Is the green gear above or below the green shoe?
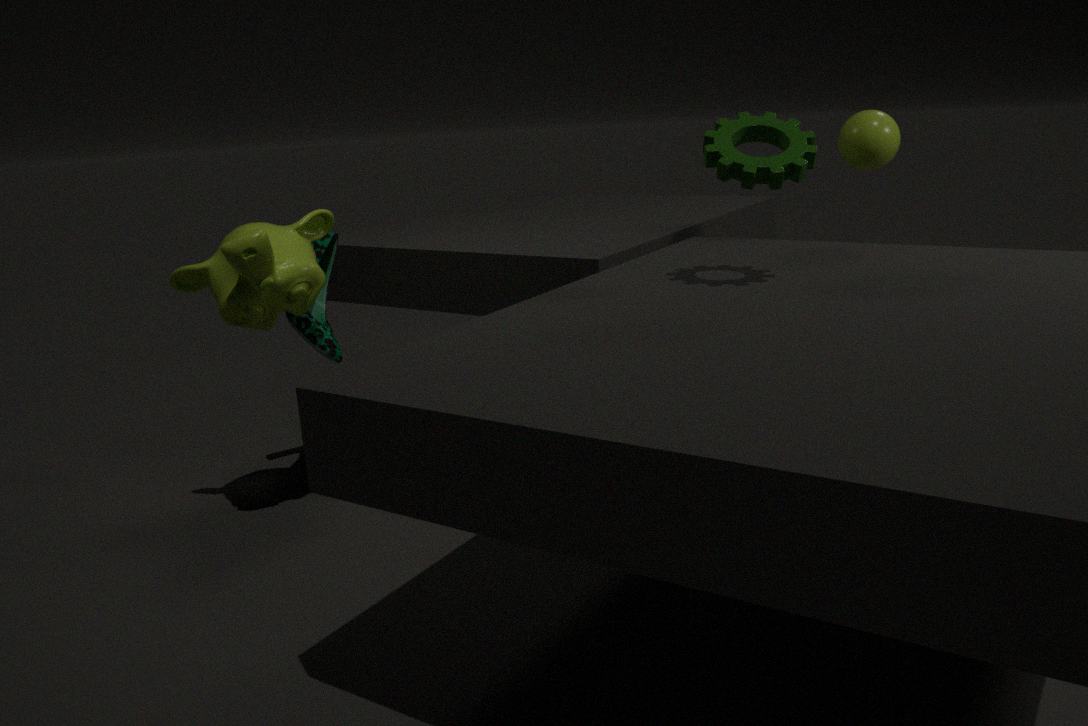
above
